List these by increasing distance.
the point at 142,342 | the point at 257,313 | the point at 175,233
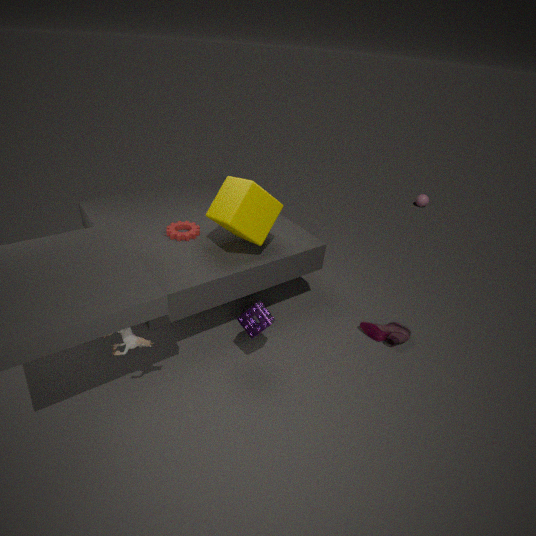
1. the point at 142,342
2. the point at 257,313
3. the point at 175,233
